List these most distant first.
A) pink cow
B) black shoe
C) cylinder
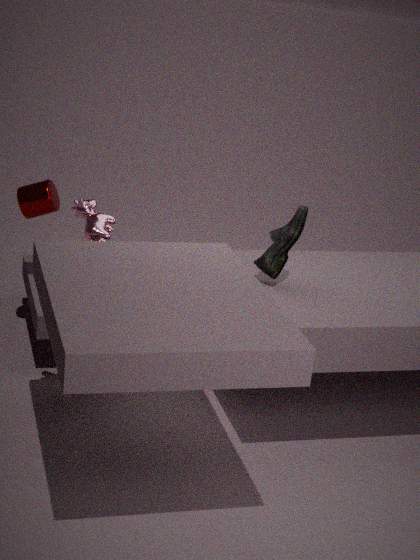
cylinder → black shoe → pink cow
